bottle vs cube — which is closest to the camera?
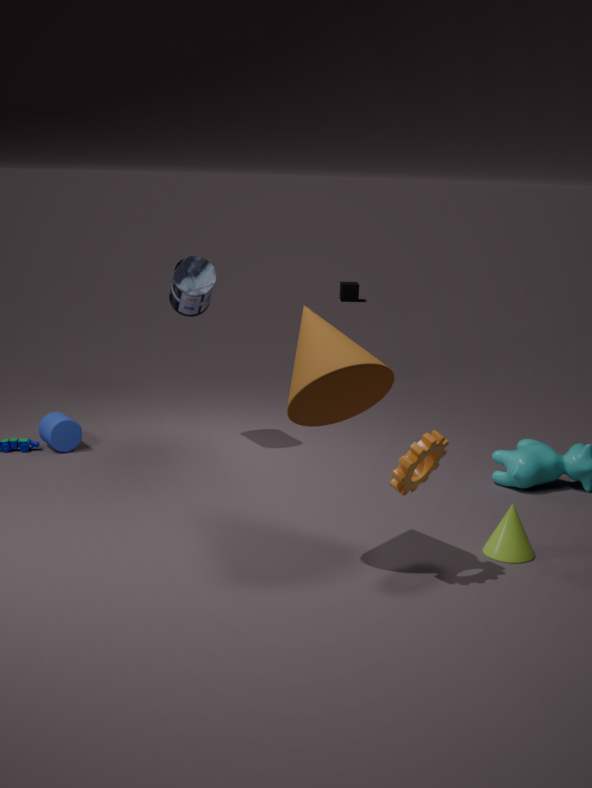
bottle
